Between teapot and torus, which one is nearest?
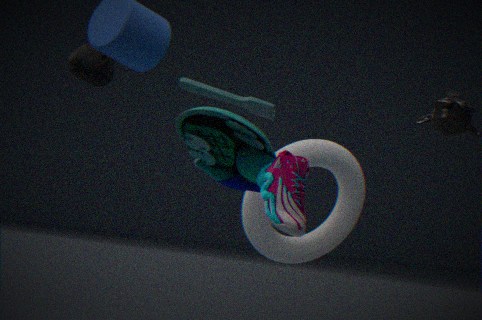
teapot
